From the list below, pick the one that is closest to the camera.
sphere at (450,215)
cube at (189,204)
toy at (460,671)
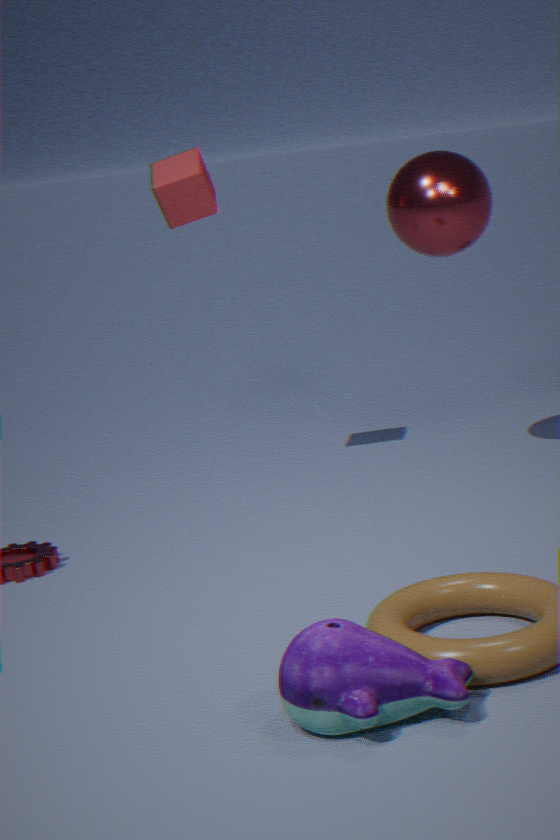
toy at (460,671)
